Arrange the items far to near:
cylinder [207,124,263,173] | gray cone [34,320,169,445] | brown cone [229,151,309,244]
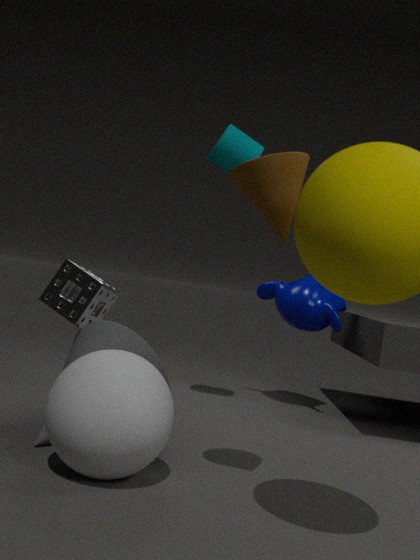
cylinder [207,124,263,173] < gray cone [34,320,169,445] < brown cone [229,151,309,244]
